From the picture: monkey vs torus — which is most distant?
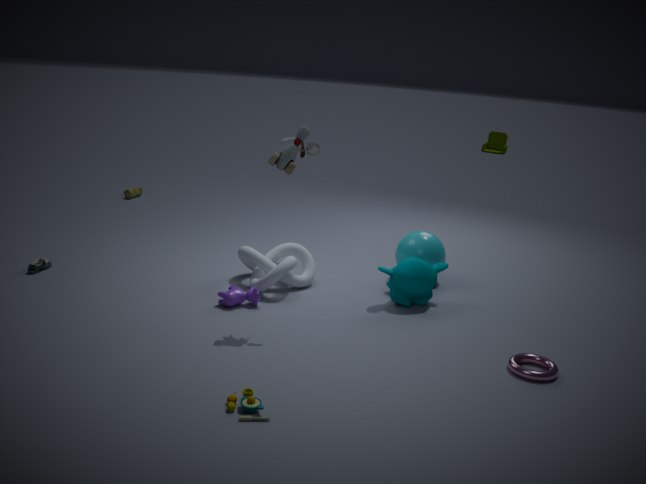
monkey
